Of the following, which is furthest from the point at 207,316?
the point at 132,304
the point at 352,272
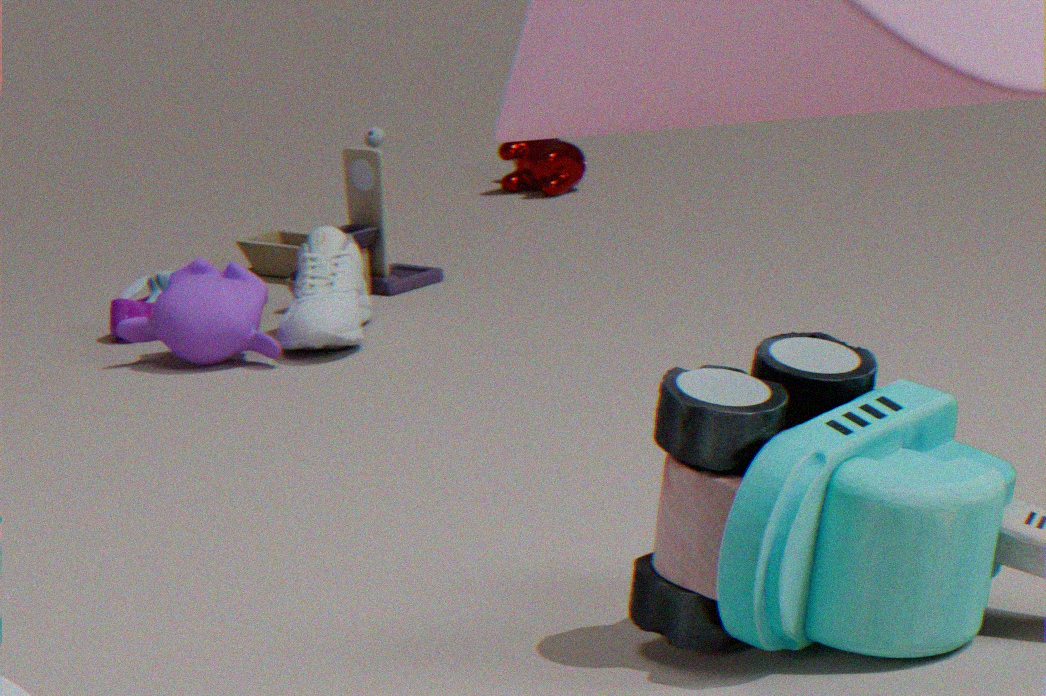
the point at 132,304
